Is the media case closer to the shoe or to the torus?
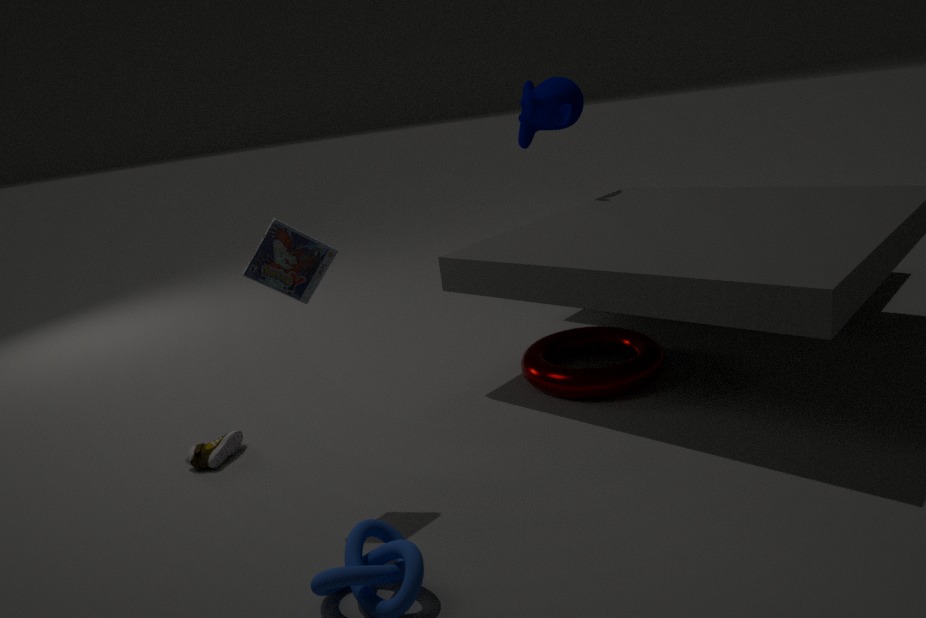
the shoe
